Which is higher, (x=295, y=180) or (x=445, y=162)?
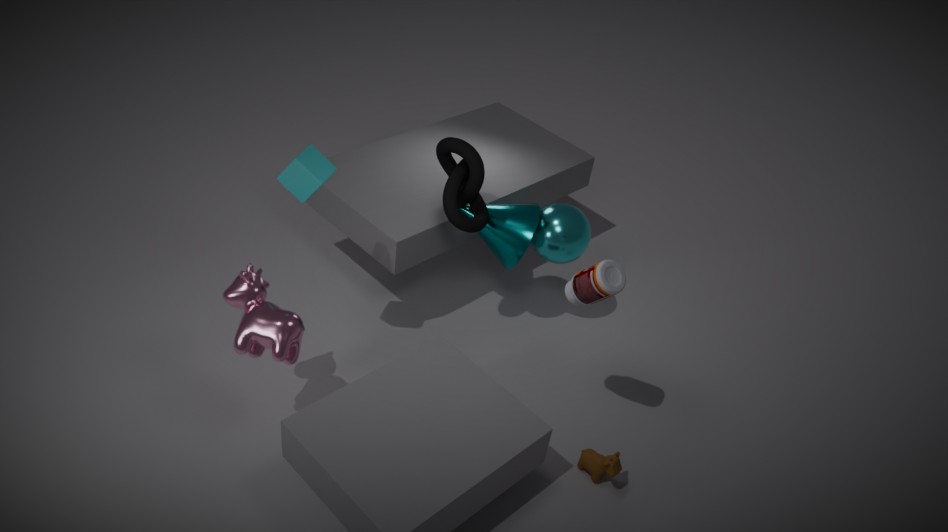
(x=295, y=180)
